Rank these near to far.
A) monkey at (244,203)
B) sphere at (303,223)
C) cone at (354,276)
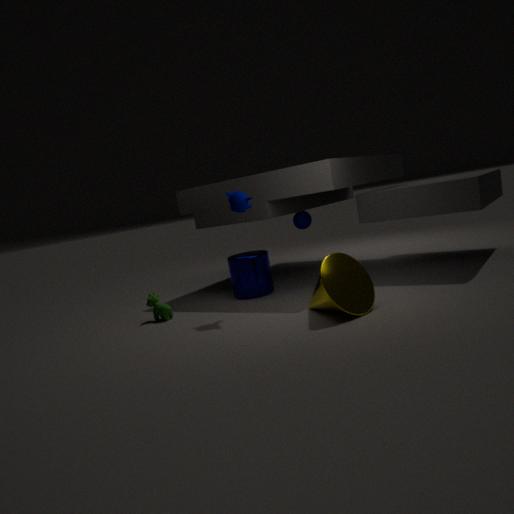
1. cone at (354,276)
2. monkey at (244,203)
3. sphere at (303,223)
